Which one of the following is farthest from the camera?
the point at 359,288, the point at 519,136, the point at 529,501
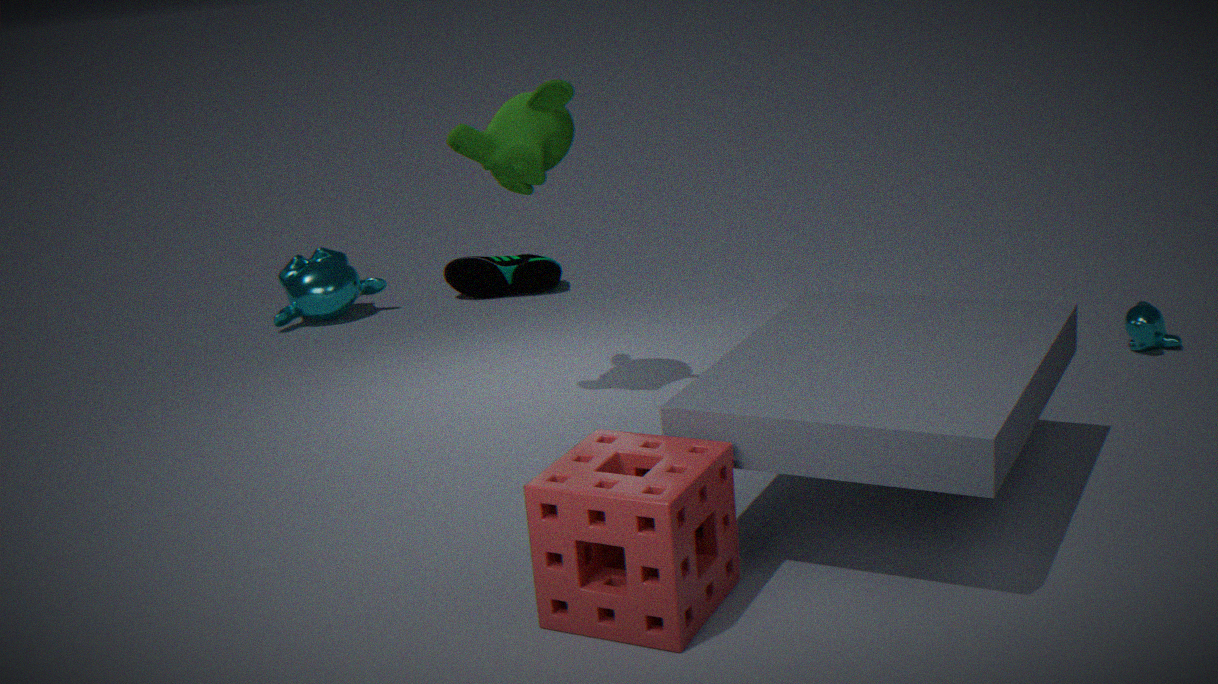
the point at 359,288
